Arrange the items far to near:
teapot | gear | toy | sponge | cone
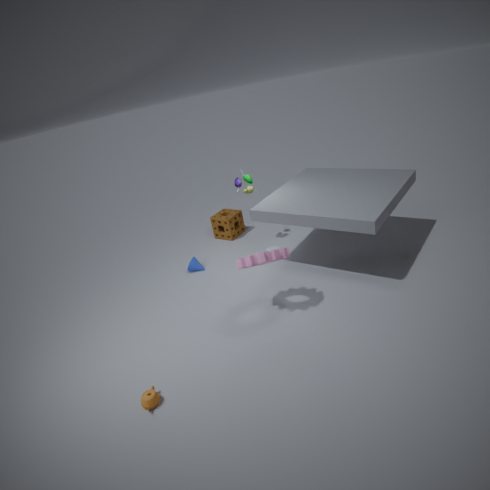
1. sponge
2. cone
3. toy
4. gear
5. teapot
